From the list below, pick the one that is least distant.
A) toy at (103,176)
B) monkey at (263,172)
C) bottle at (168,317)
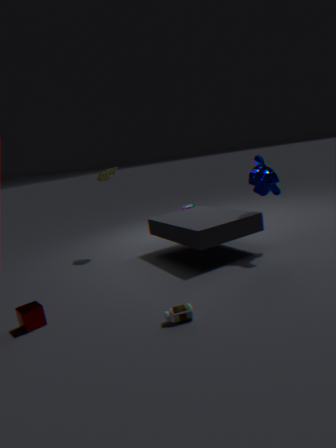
bottle at (168,317)
